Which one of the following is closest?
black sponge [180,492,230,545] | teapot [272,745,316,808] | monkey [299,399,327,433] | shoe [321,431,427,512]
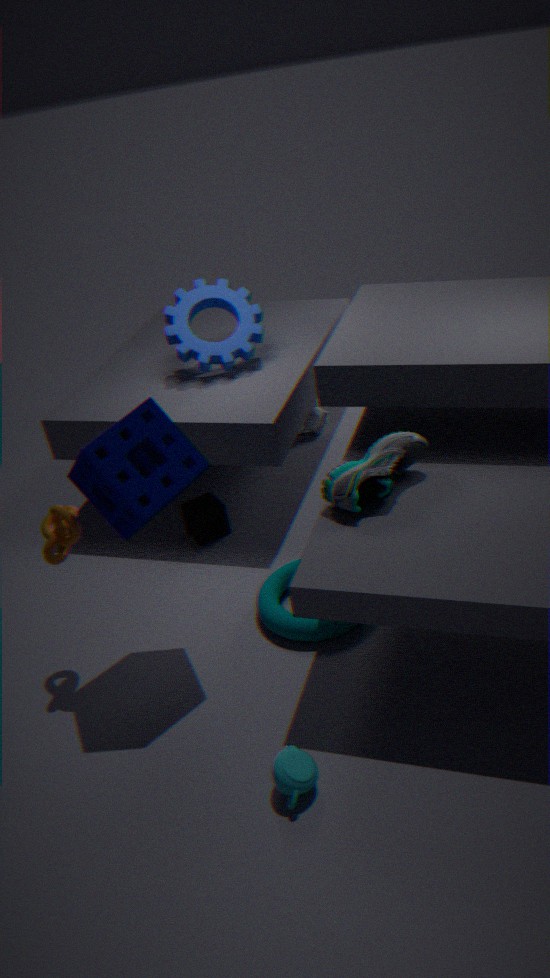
teapot [272,745,316,808]
